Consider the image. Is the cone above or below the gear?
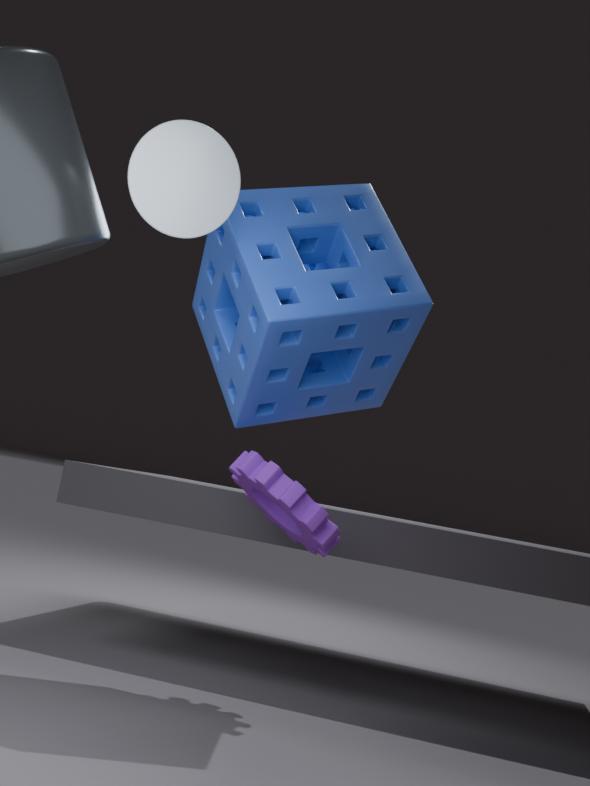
above
